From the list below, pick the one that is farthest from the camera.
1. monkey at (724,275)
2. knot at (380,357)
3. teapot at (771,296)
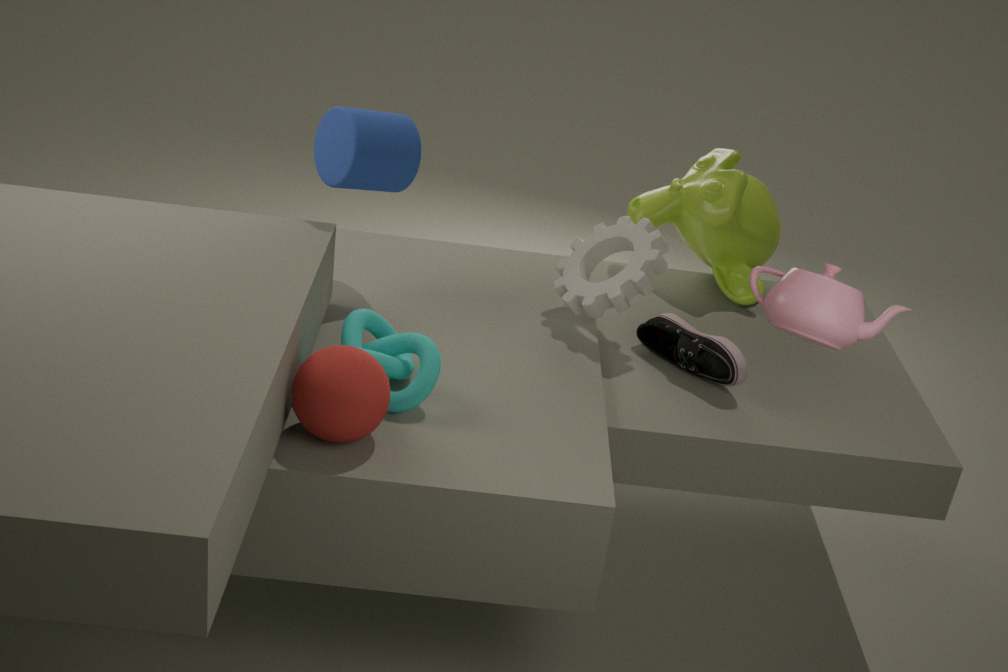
monkey at (724,275)
